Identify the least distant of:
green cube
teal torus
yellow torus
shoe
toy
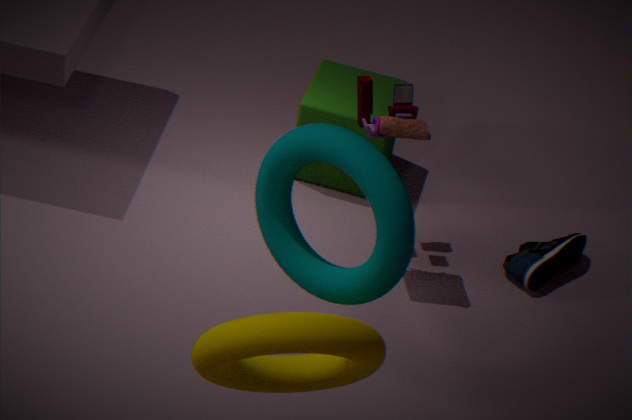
yellow torus
